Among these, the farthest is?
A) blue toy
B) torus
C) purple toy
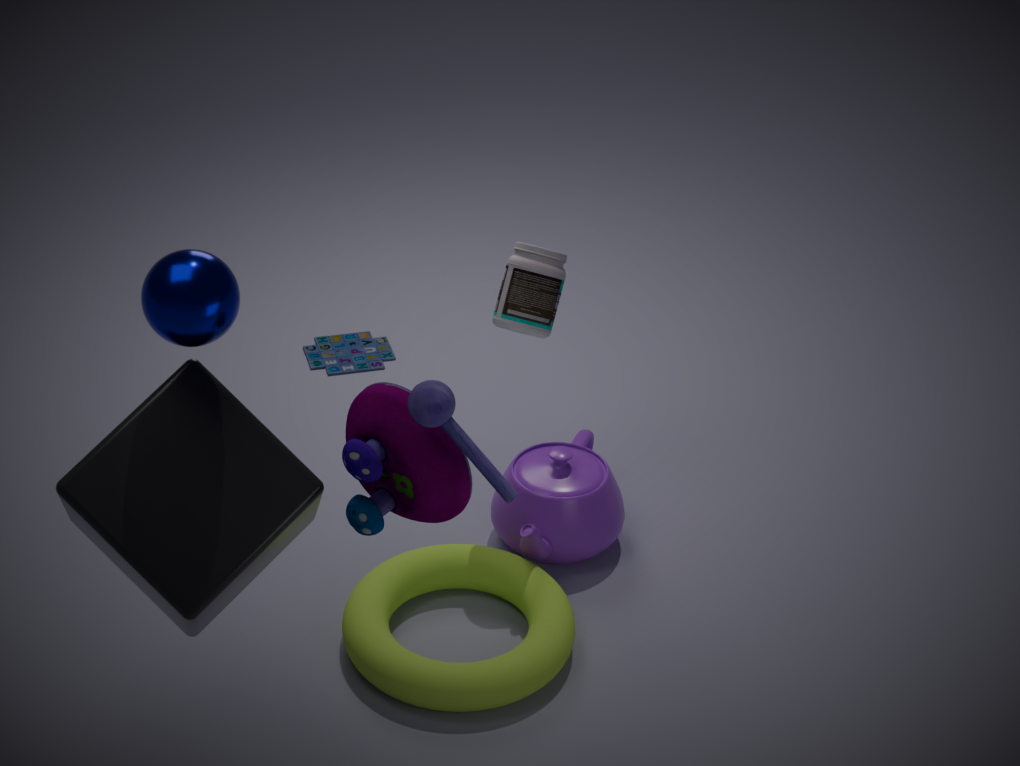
blue toy
